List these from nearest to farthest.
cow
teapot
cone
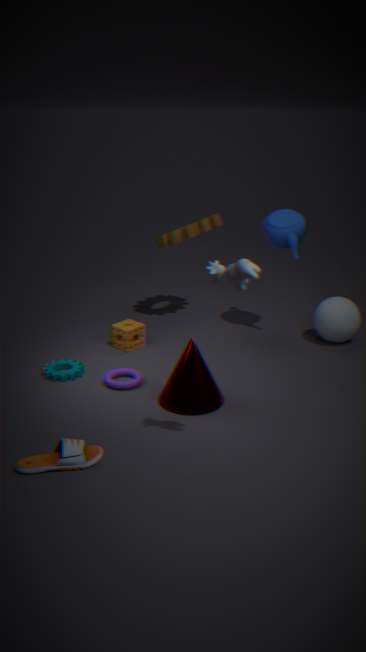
cow → cone → teapot
